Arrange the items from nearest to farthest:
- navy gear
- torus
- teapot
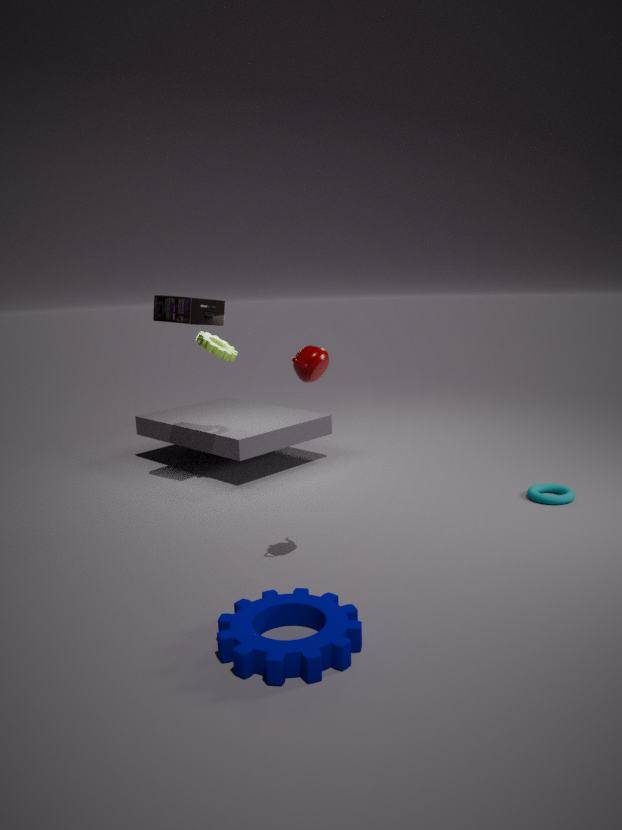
navy gear < teapot < torus
